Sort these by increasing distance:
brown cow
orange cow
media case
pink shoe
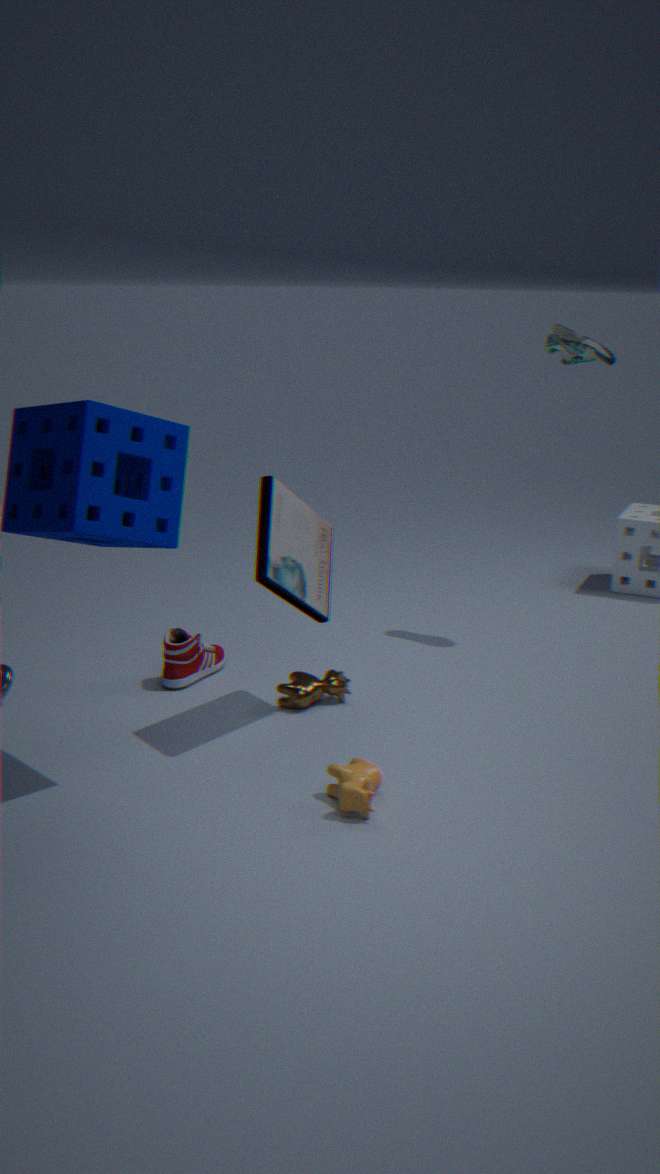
orange cow, media case, brown cow, pink shoe
